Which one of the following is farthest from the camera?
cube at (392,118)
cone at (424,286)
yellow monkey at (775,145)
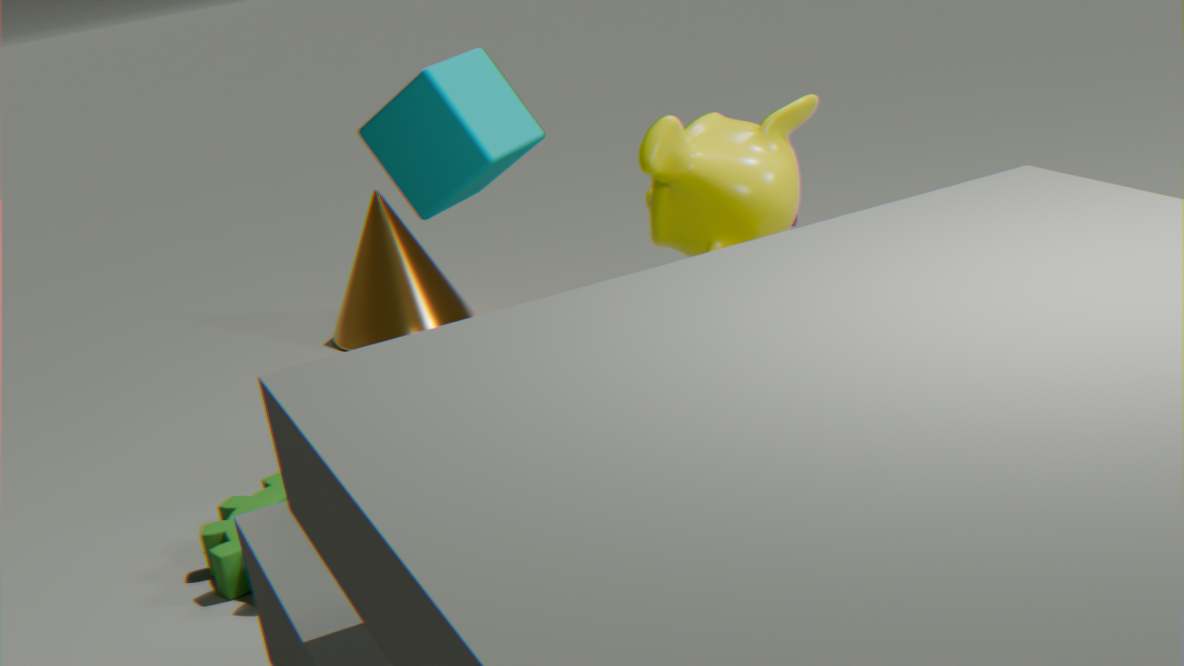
cone at (424,286)
